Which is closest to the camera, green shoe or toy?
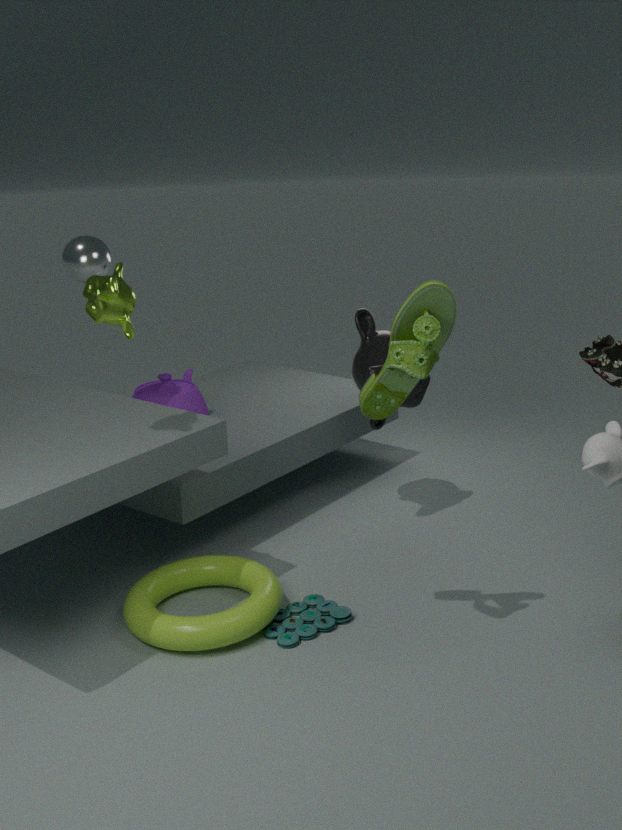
green shoe
